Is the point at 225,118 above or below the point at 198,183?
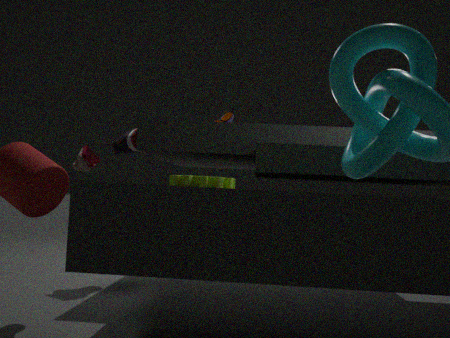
above
